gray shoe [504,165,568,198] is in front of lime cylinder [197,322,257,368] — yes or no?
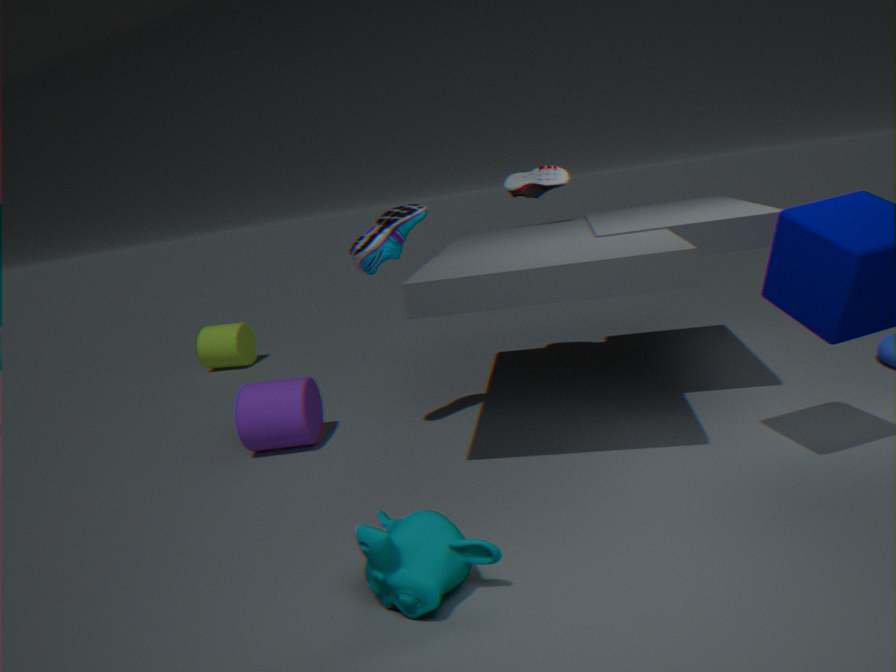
Yes
